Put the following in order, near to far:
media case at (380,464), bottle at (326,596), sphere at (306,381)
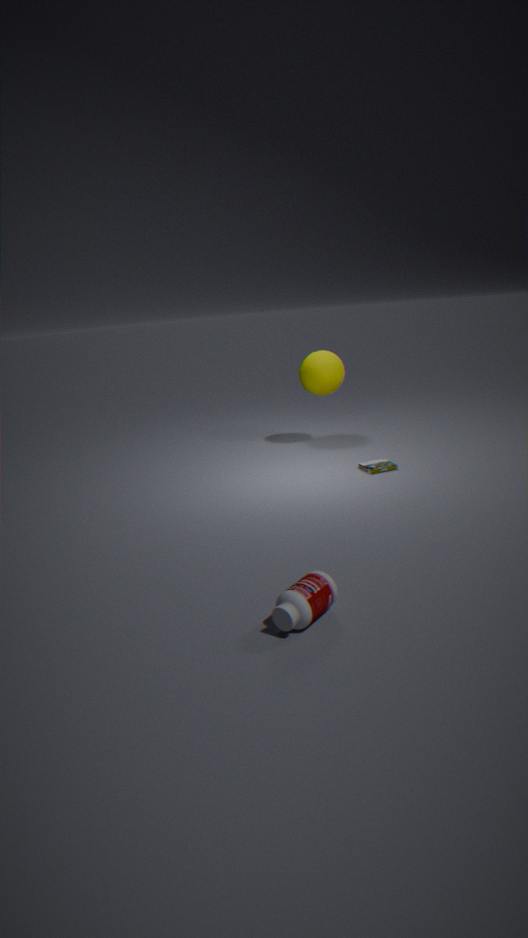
bottle at (326,596) → media case at (380,464) → sphere at (306,381)
